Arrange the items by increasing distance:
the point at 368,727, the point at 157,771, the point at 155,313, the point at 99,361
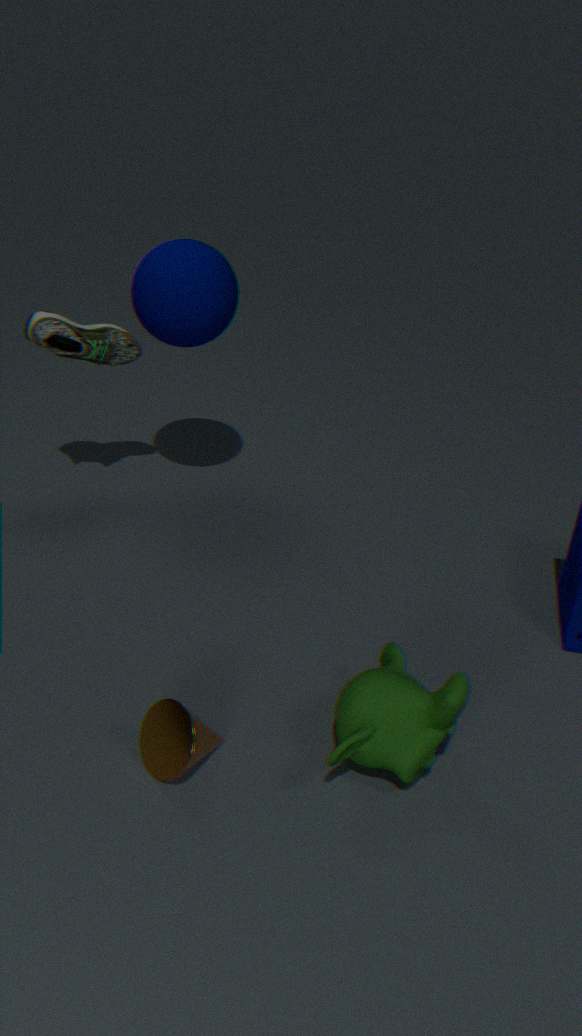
the point at 368,727
the point at 157,771
the point at 155,313
the point at 99,361
